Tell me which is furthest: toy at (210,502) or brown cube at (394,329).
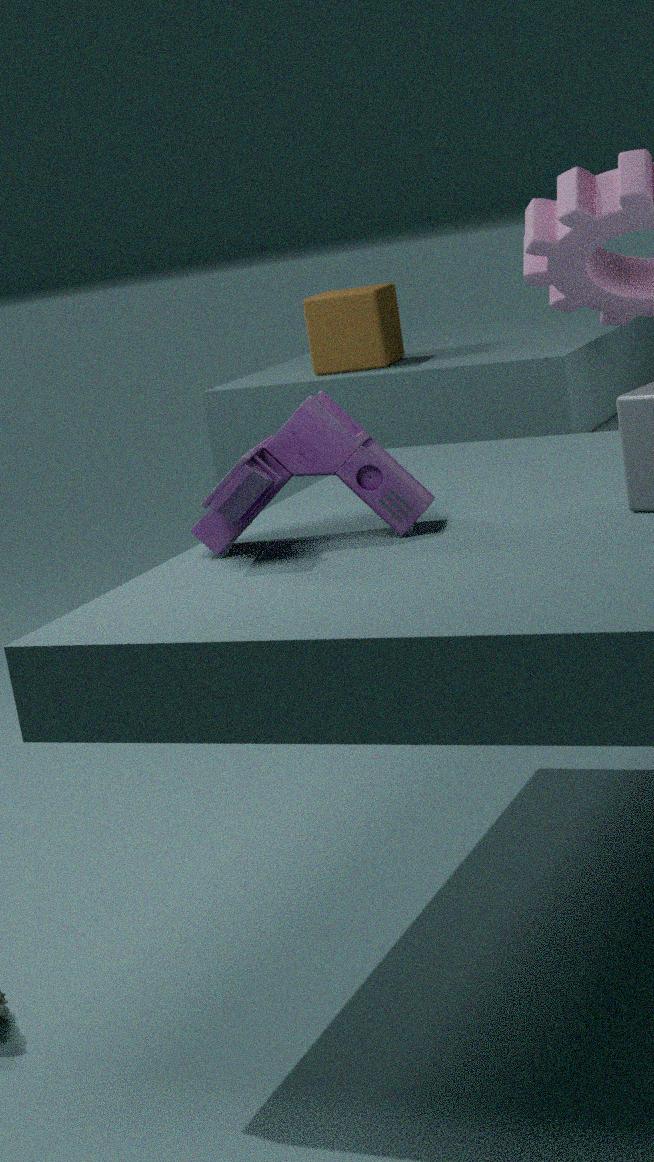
brown cube at (394,329)
